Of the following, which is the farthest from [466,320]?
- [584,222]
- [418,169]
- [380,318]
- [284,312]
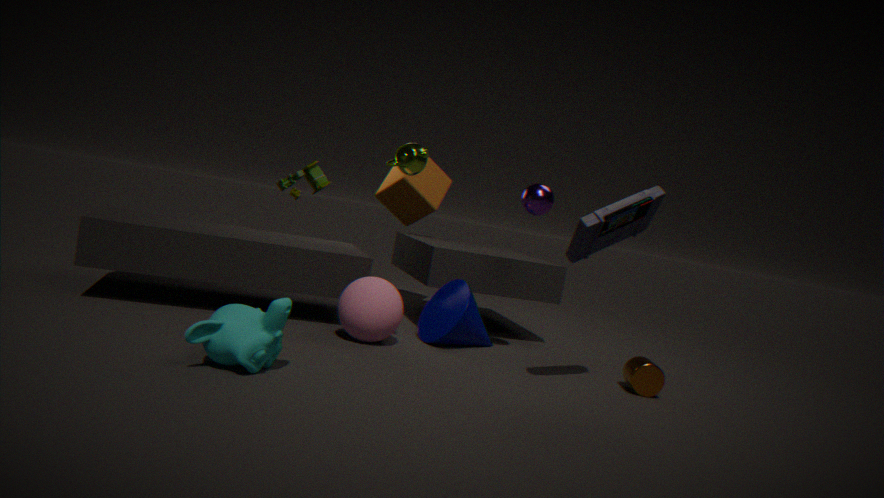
[284,312]
